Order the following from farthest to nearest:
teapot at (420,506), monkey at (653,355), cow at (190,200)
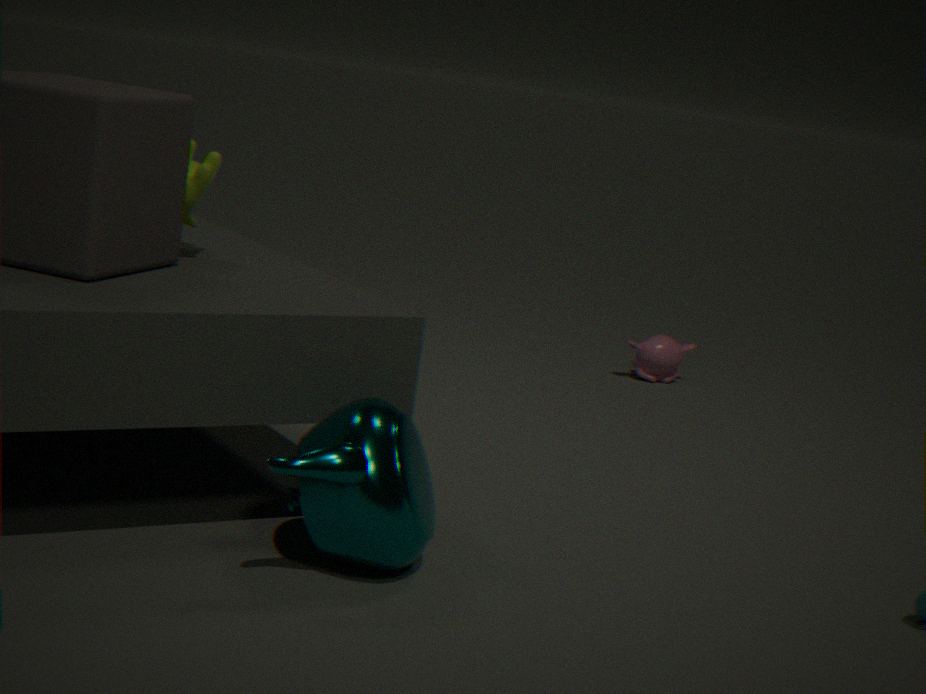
monkey at (653,355) → cow at (190,200) → teapot at (420,506)
